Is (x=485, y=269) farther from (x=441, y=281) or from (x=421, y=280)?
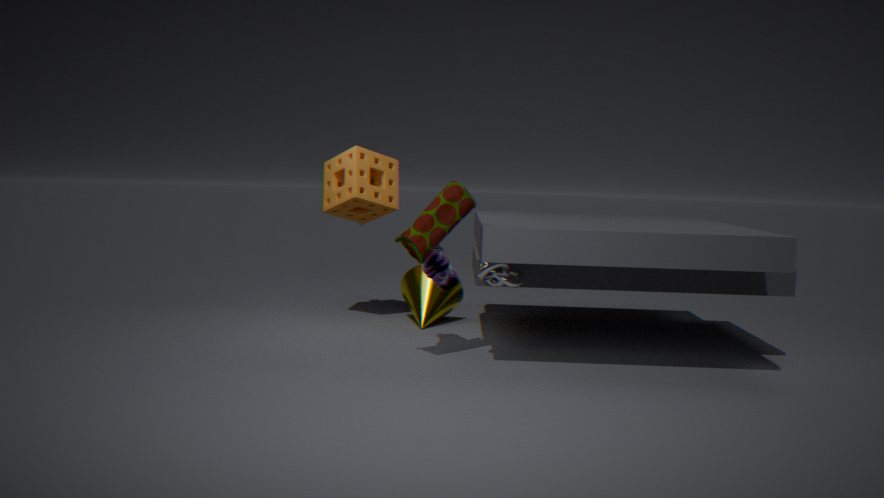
(x=421, y=280)
